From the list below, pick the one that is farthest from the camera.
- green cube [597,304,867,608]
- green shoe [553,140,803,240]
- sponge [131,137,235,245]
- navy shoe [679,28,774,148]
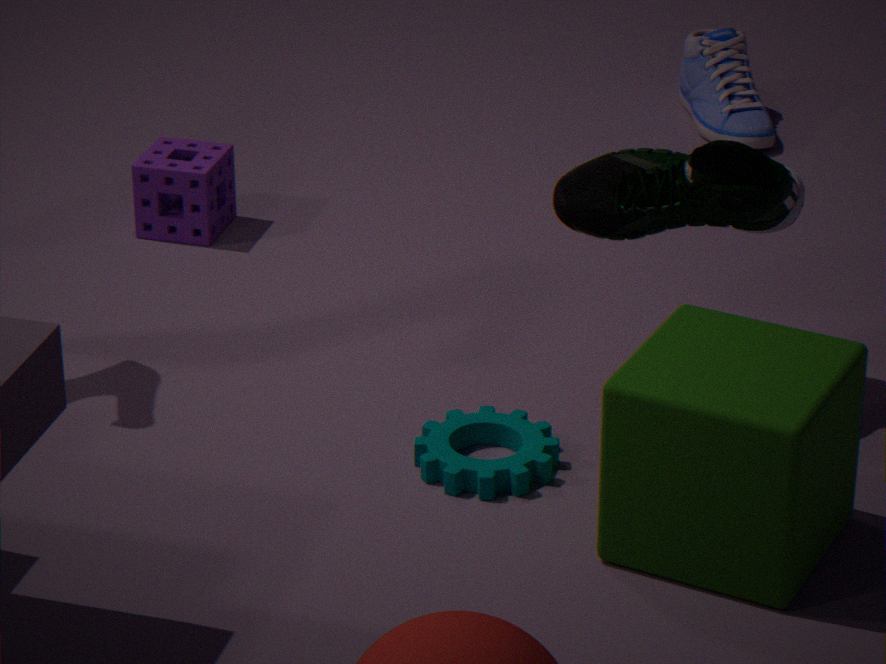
navy shoe [679,28,774,148]
